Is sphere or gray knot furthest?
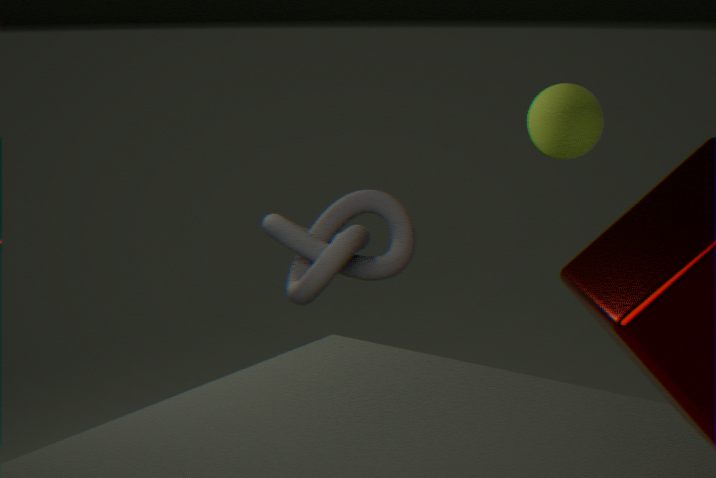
sphere
